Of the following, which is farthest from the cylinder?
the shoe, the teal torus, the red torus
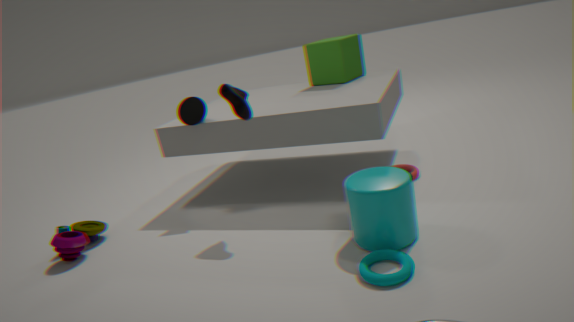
the shoe
